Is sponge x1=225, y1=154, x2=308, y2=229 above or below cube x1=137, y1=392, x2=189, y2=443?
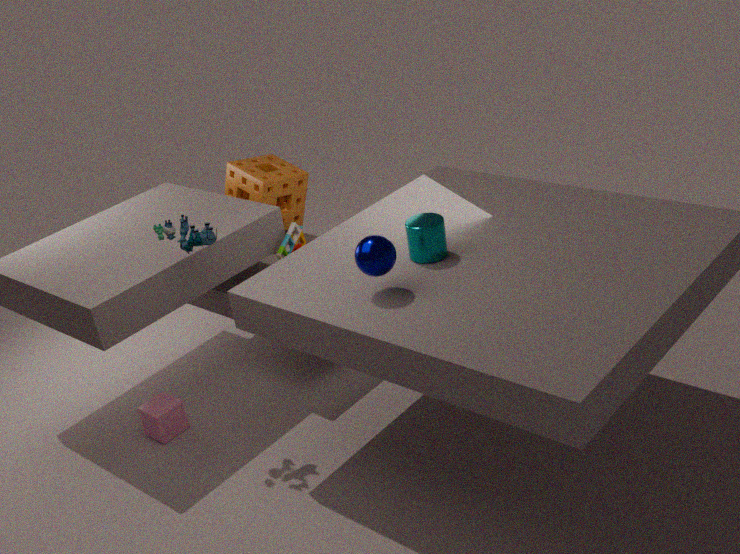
above
